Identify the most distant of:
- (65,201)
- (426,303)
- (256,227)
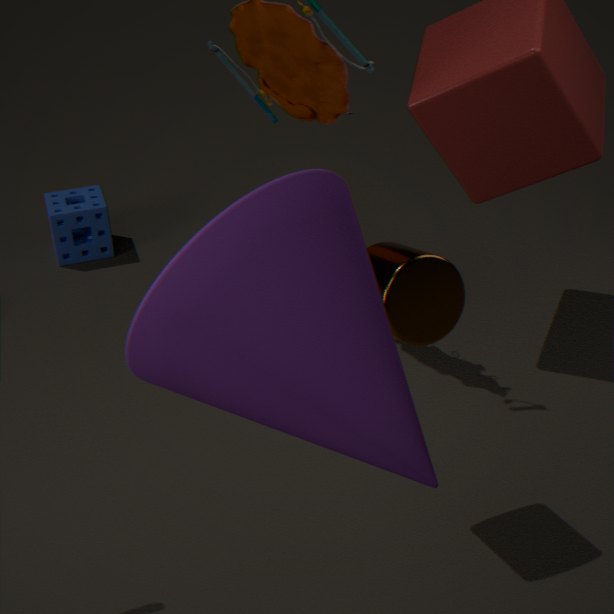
(65,201)
